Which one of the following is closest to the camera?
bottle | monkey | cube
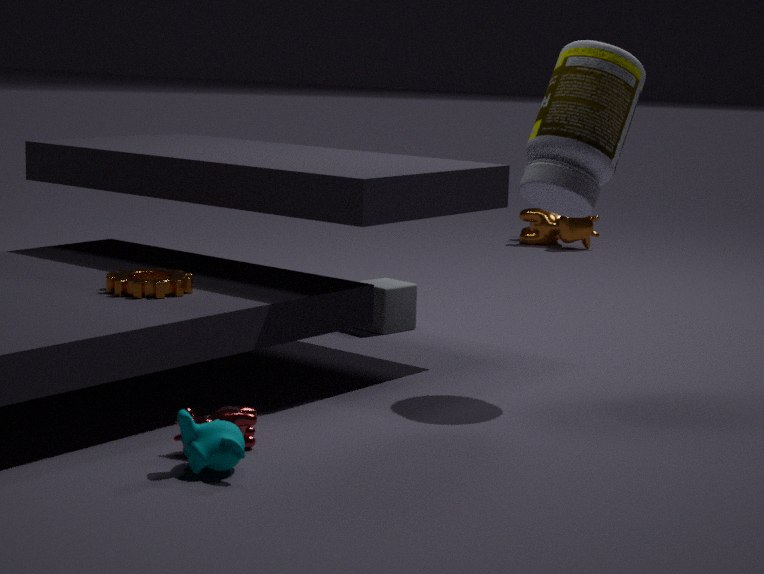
monkey
